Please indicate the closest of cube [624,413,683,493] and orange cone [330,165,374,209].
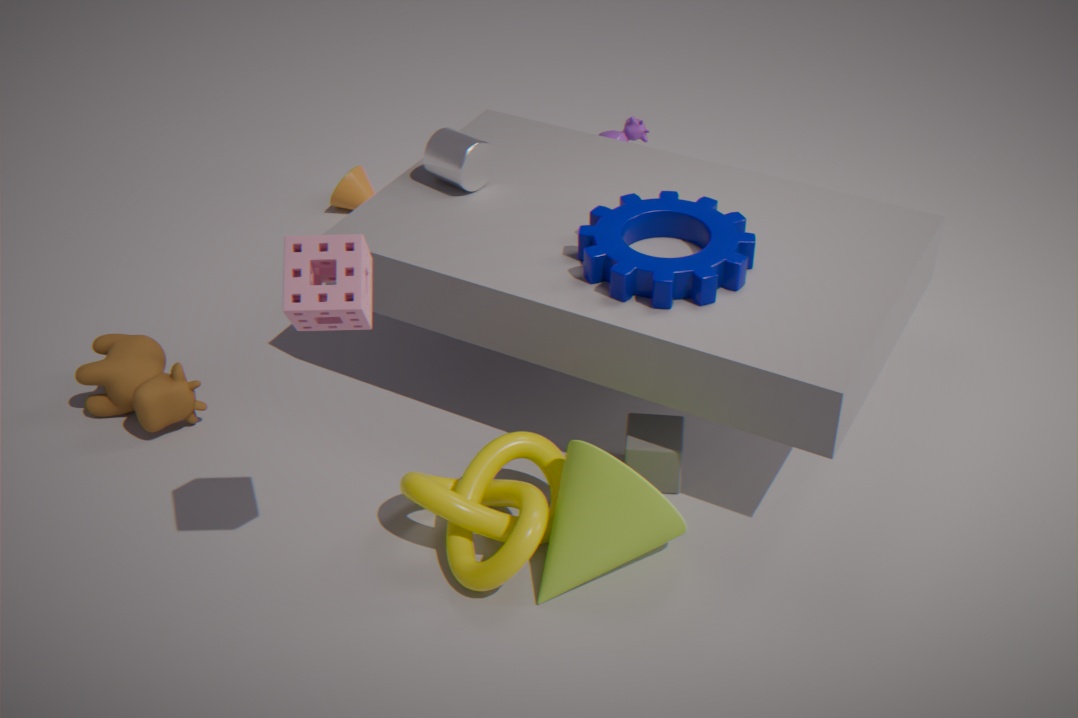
cube [624,413,683,493]
